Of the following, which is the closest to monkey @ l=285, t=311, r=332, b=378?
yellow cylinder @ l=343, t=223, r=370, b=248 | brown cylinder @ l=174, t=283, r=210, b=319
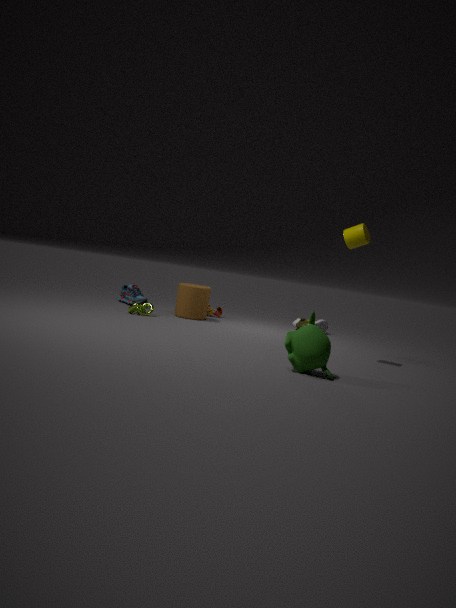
yellow cylinder @ l=343, t=223, r=370, b=248
